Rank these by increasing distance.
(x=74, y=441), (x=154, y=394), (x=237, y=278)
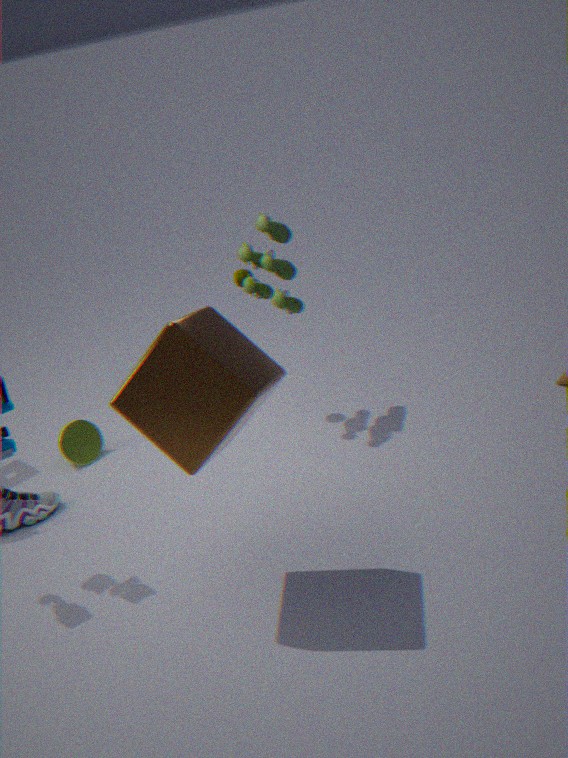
(x=154, y=394), (x=237, y=278), (x=74, y=441)
